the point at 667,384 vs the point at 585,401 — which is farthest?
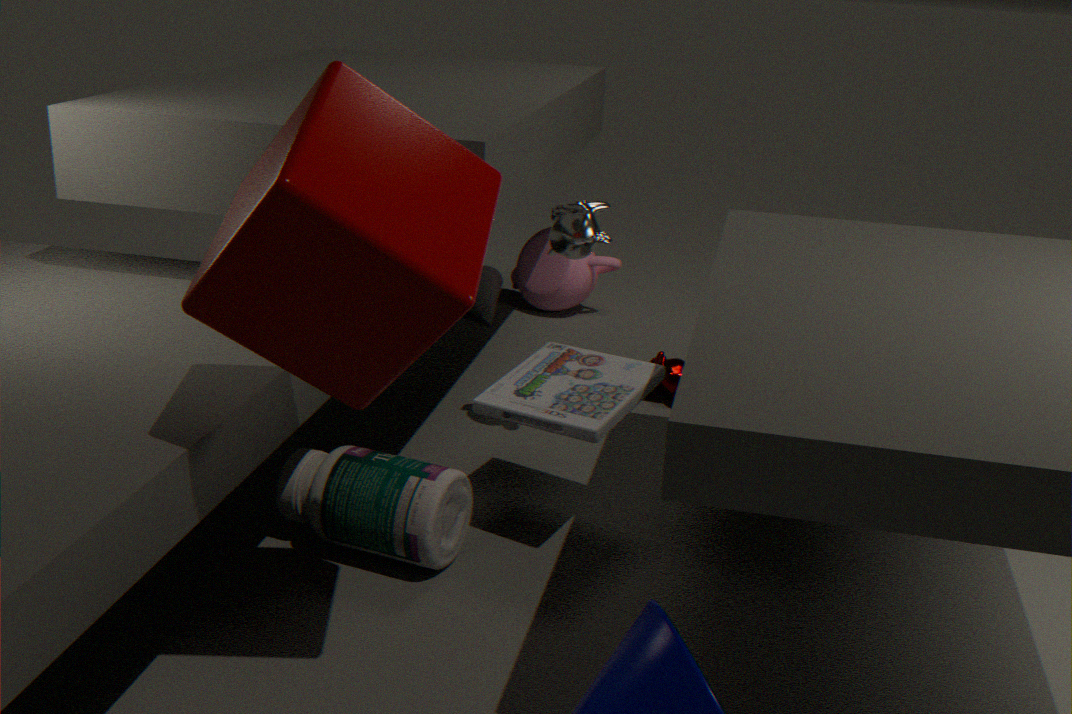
the point at 667,384
